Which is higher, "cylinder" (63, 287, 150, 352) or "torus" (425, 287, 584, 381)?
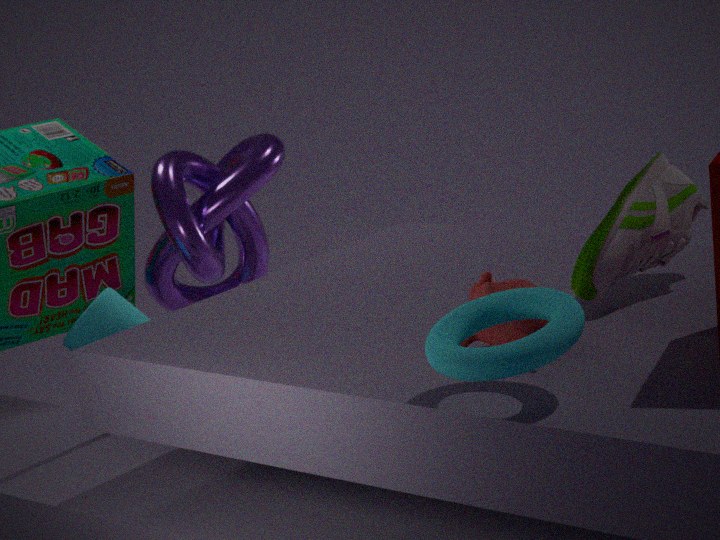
"torus" (425, 287, 584, 381)
